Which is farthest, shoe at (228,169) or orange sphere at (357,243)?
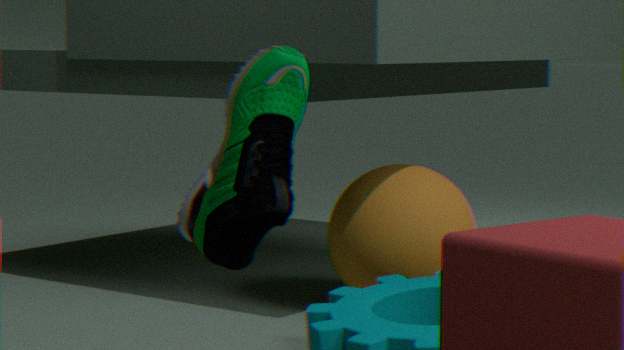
orange sphere at (357,243)
